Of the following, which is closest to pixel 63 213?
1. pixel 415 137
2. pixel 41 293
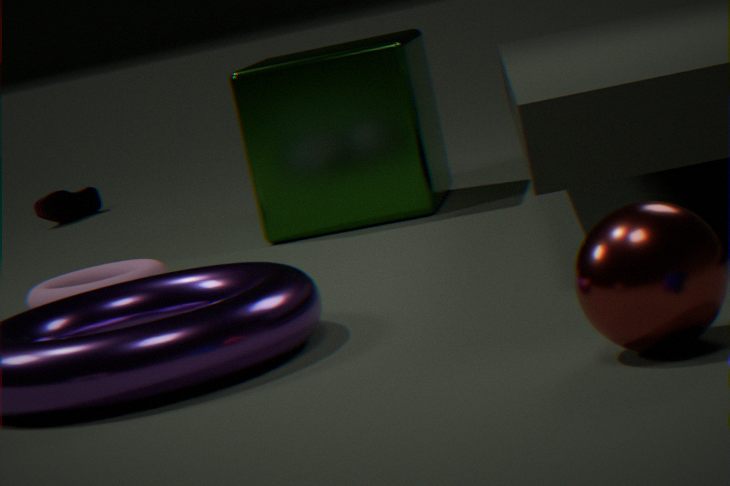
pixel 415 137
